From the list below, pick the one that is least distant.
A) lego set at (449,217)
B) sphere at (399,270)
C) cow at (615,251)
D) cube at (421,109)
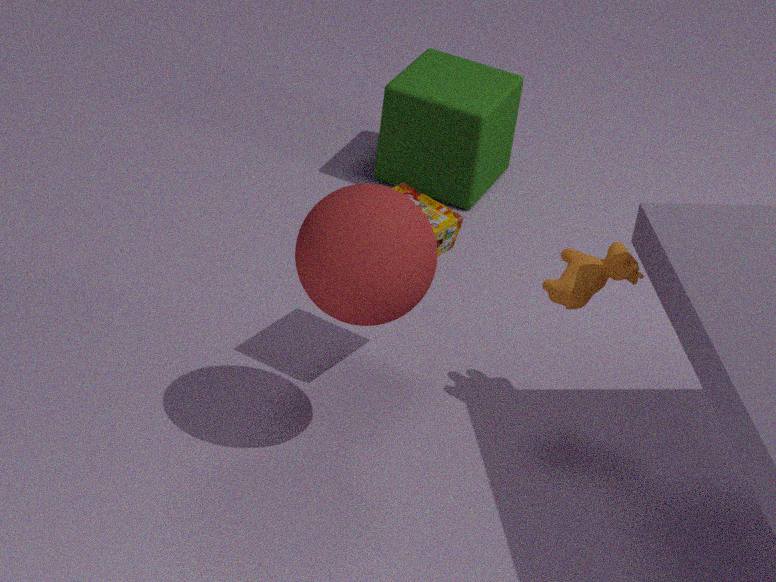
sphere at (399,270)
